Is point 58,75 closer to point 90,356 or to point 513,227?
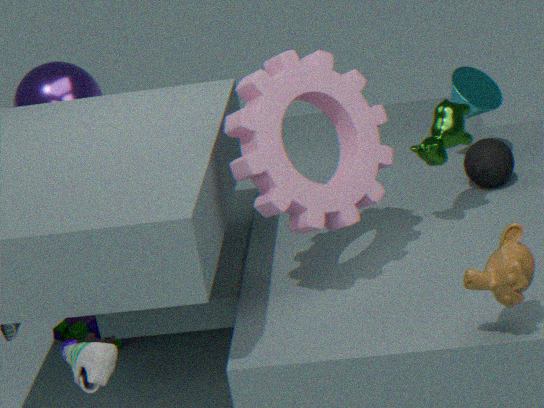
point 90,356
